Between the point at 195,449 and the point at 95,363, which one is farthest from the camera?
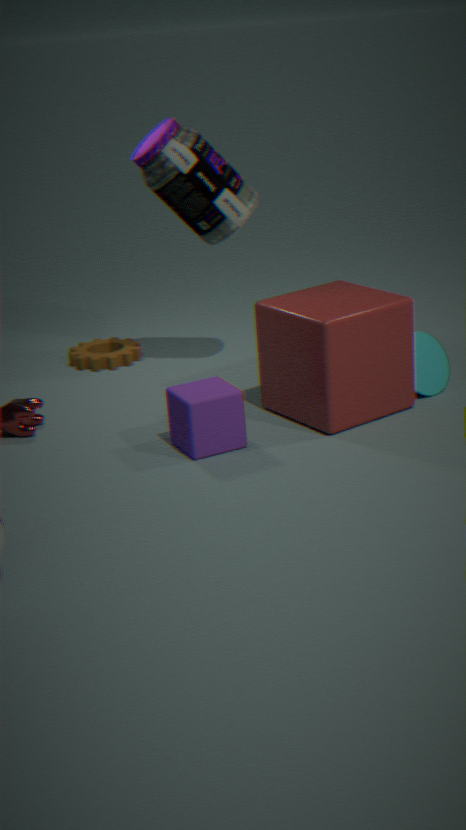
the point at 95,363
